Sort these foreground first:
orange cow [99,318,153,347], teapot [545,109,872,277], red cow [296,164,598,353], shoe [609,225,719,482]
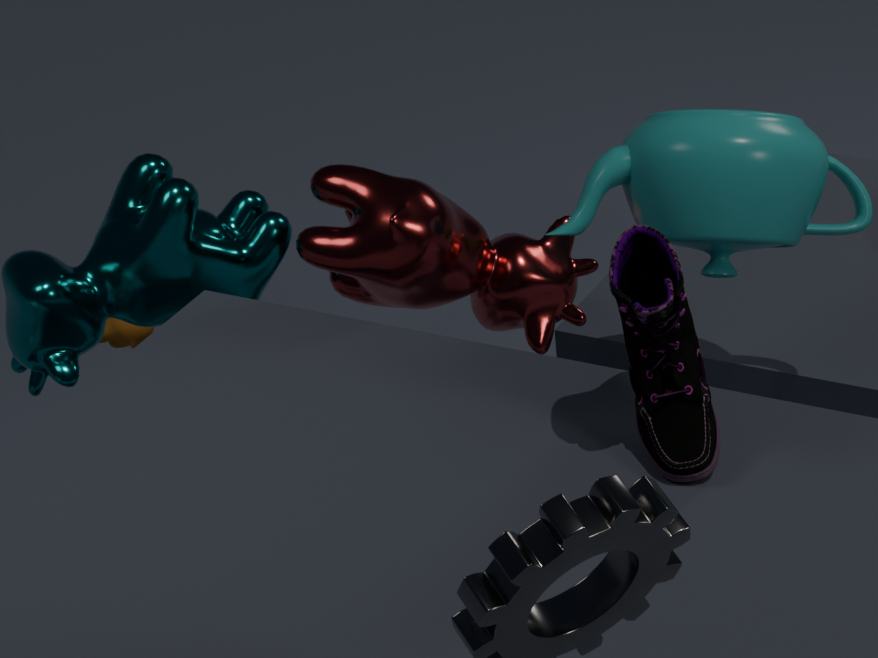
shoe [609,225,719,482] < teapot [545,109,872,277] < red cow [296,164,598,353] < orange cow [99,318,153,347]
